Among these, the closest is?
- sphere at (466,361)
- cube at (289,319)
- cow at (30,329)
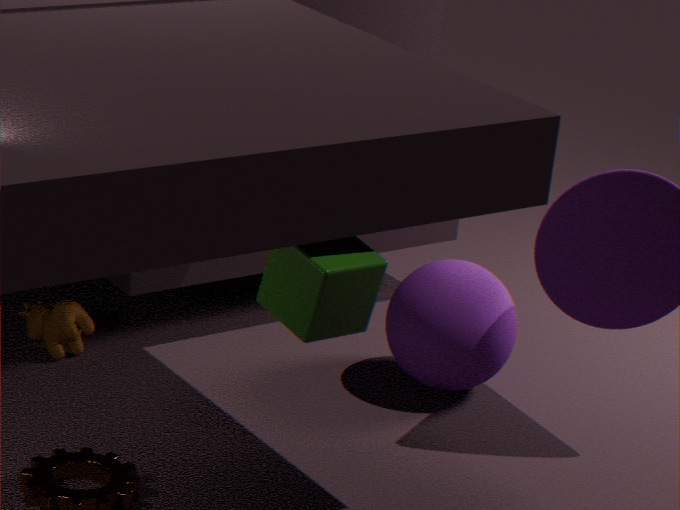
cube at (289,319)
